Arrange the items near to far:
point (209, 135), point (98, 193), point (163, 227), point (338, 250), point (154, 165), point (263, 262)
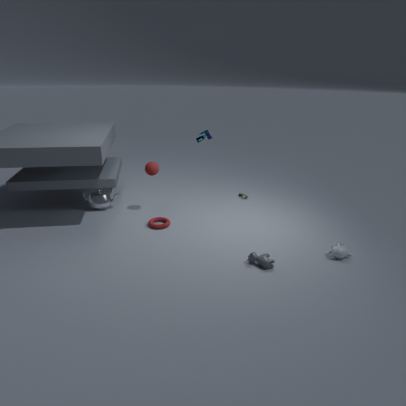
point (263, 262) → point (338, 250) → point (209, 135) → point (163, 227) → point (154, 165) → point (98, 193)
